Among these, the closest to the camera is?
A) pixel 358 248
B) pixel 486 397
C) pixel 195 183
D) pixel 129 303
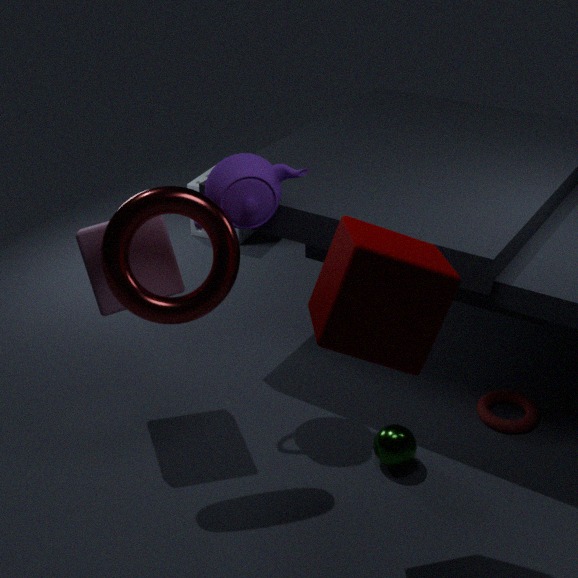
pixel 358 248
